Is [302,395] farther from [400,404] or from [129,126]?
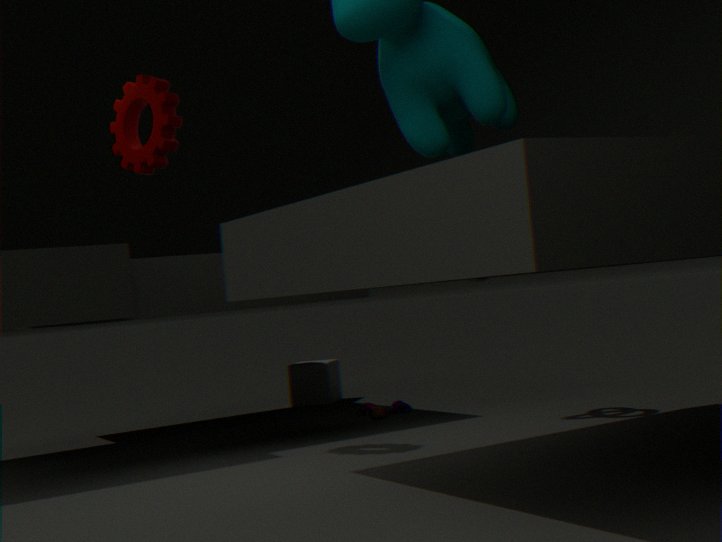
[129,126]
